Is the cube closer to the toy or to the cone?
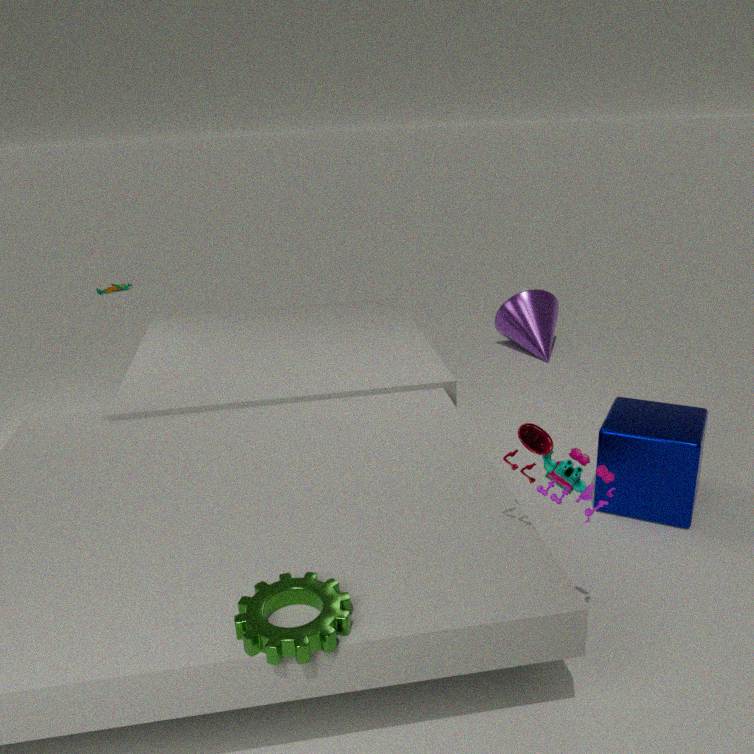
the toy
